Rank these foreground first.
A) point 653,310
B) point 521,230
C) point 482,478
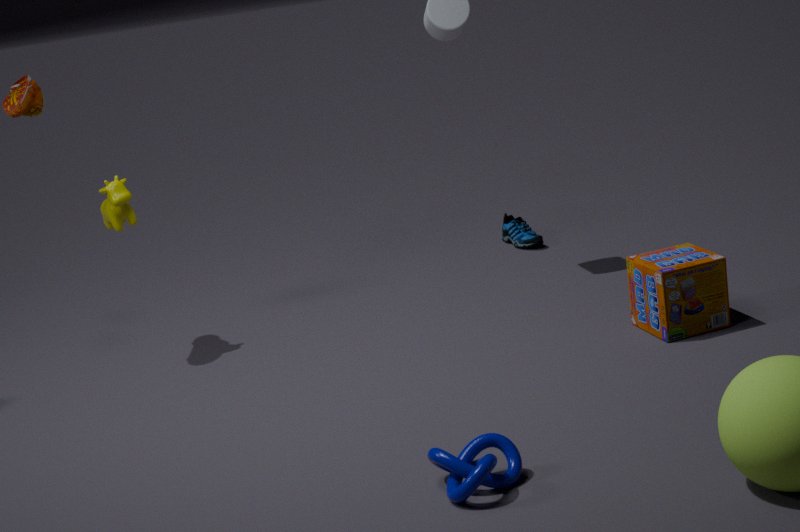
C. point 482,478
A. point 653,310
B. point 521,230
